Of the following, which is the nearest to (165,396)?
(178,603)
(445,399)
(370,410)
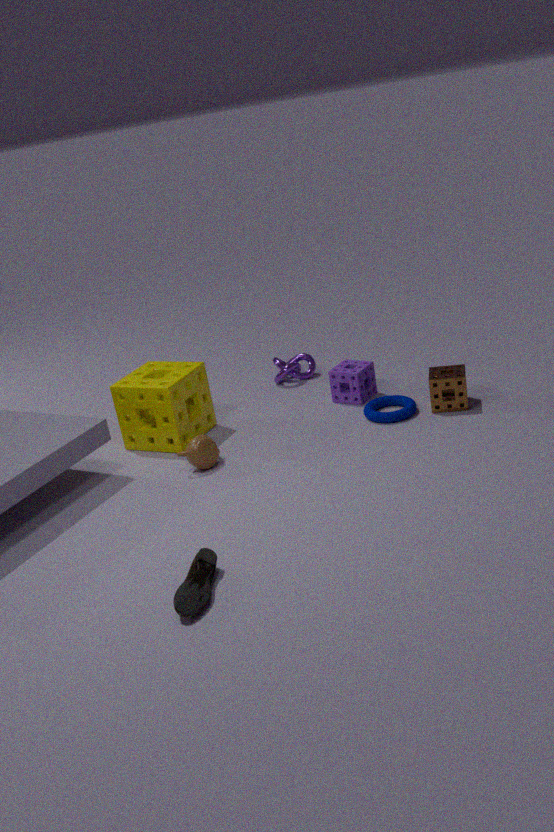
(370,410)
